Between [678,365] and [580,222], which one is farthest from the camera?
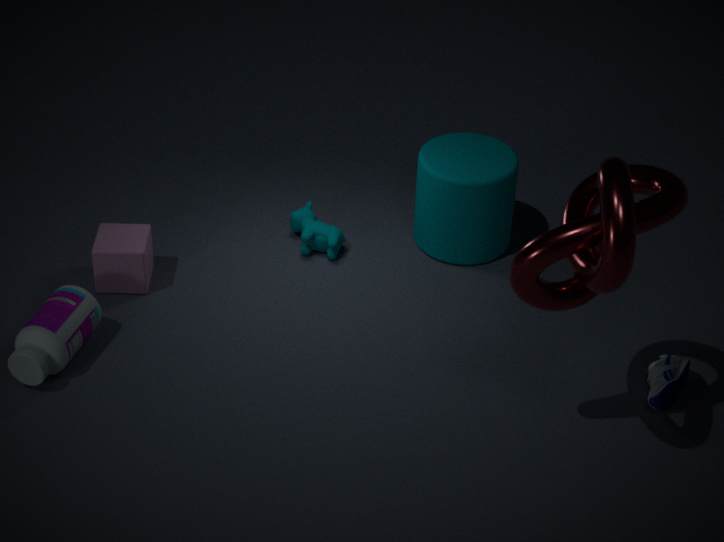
[678,365]
